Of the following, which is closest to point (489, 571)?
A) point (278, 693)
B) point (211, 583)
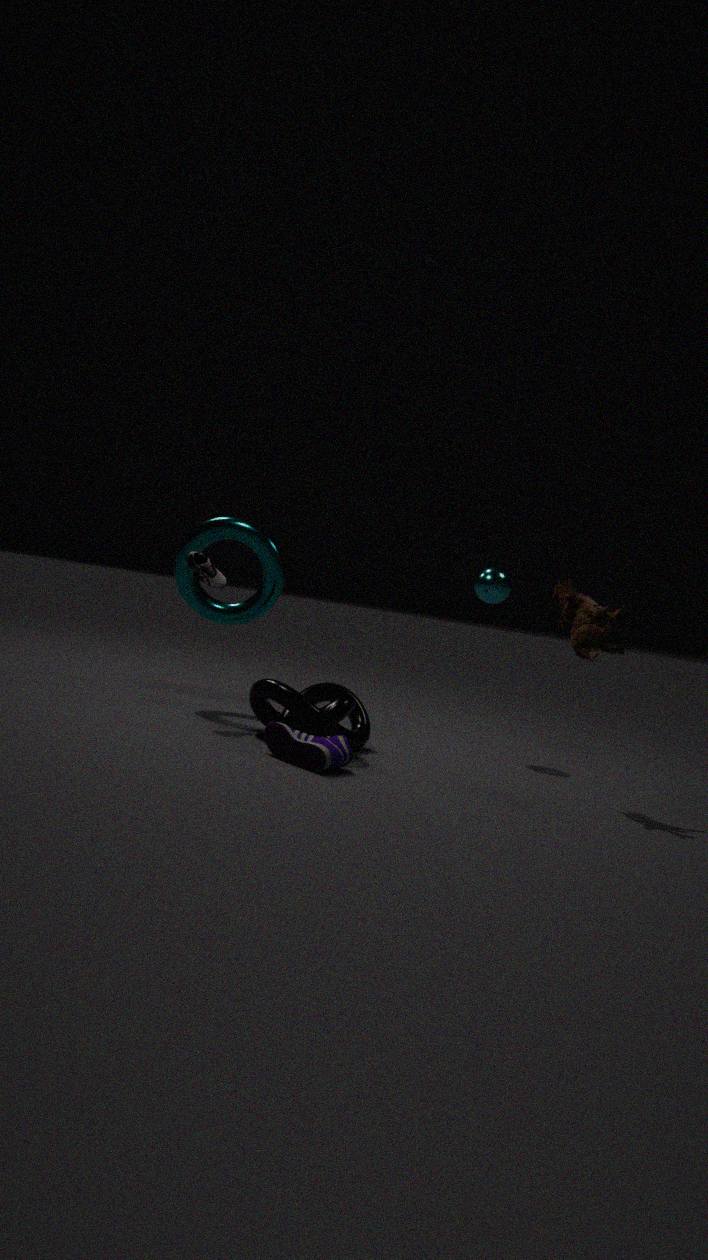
point (278, 693)
